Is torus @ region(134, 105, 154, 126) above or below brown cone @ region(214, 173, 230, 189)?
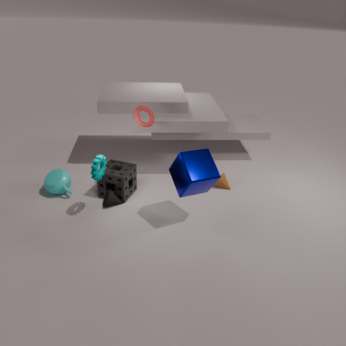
above
